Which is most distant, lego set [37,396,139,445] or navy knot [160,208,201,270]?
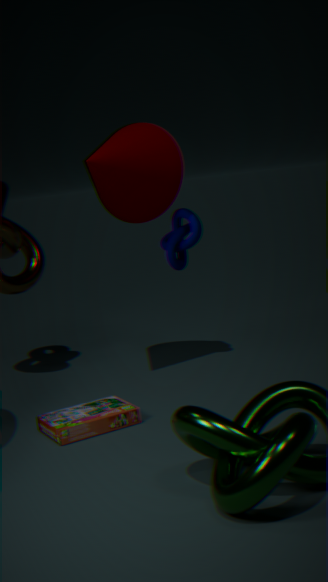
navy knot [160,208,201,270]
